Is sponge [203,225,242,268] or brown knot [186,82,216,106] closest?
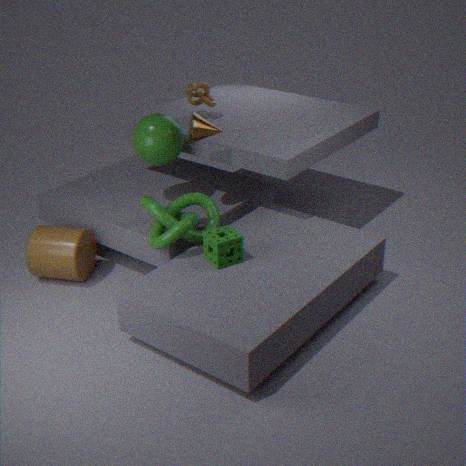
sponge [203,225,242,268]
